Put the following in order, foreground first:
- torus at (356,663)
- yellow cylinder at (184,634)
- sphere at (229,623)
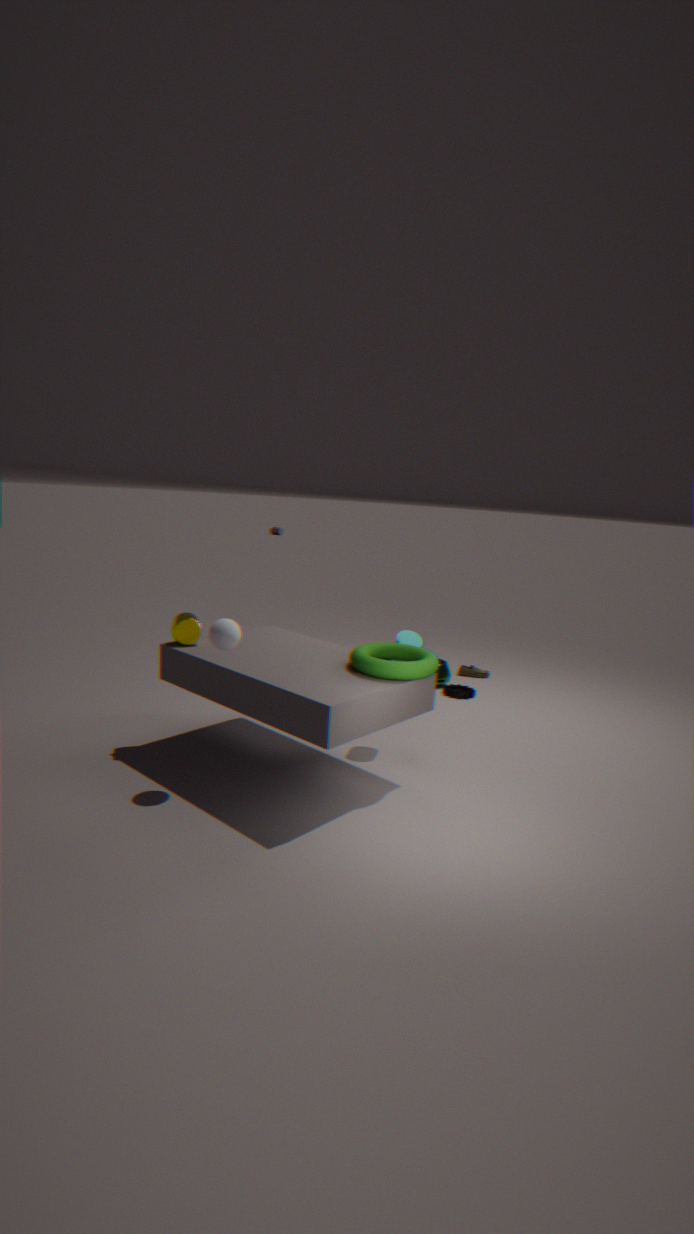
sphere at (229,623) → torus at (356,663) → yellow cylinder at (184,634)
